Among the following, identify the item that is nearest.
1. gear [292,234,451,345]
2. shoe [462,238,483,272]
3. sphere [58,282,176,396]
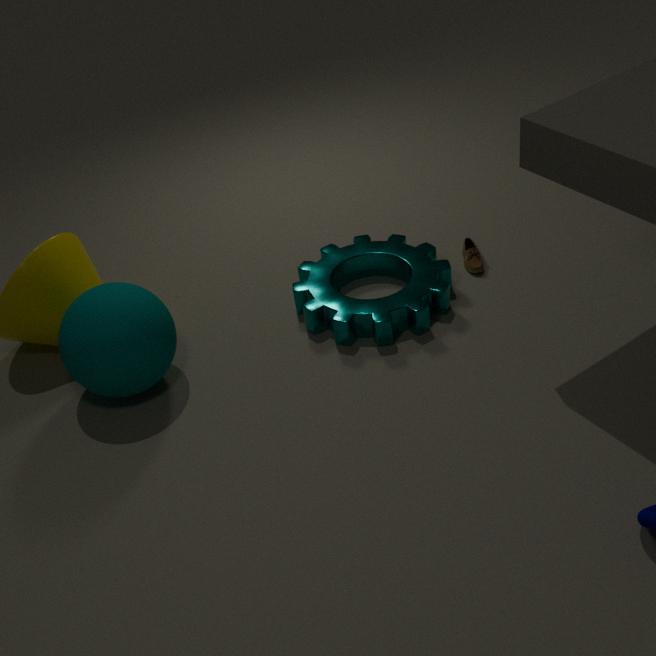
sphere [58,282,176,396]
